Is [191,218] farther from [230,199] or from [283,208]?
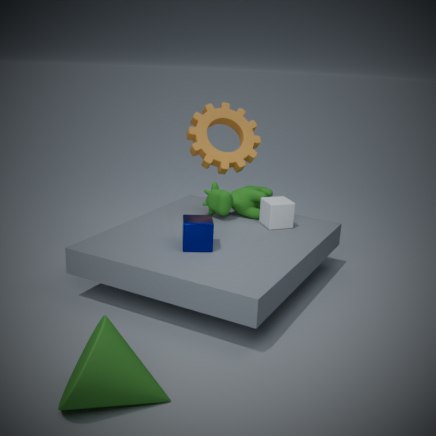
[230,199]
